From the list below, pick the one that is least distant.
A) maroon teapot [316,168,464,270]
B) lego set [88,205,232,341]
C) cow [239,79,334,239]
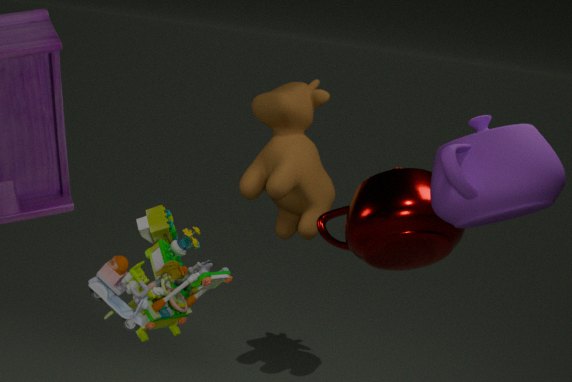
lego set [88,205,232,341]
